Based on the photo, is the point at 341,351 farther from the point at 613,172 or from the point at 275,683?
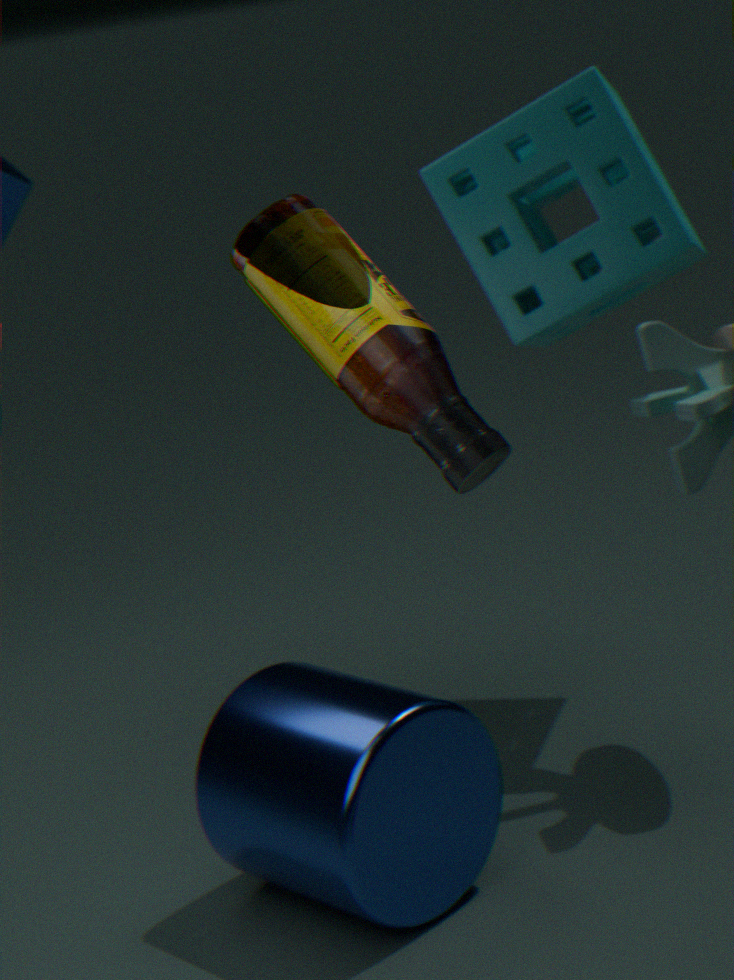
the point at 613,172
